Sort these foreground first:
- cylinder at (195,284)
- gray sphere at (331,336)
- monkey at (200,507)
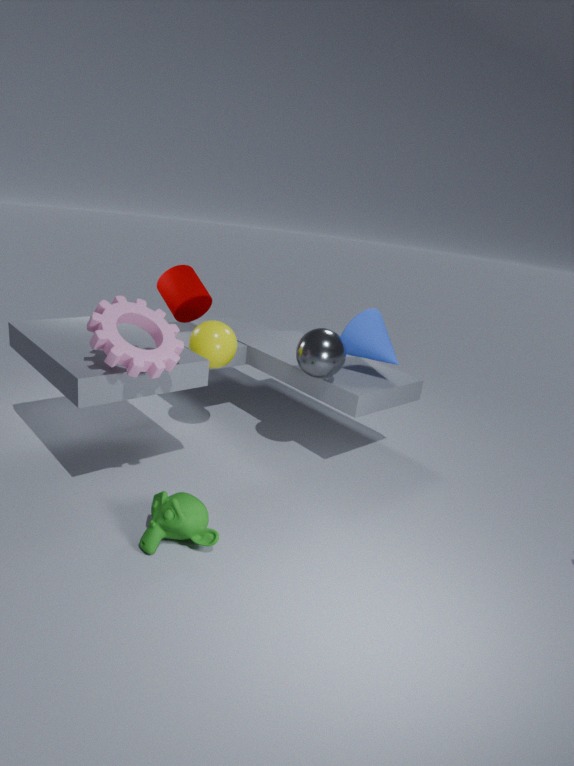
1. monkey at (200,507)
2. gray sphere at (331,336)
3. cylinder at (195,284)
